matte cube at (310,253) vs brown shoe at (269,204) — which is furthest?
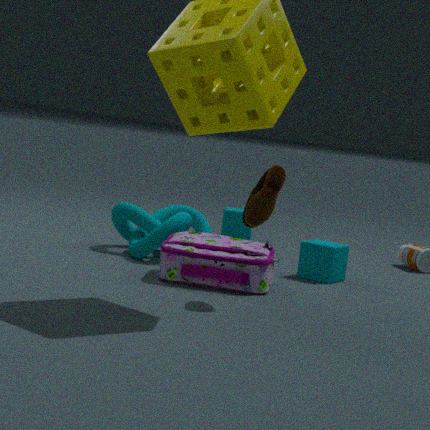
matte cube at (310,253)
